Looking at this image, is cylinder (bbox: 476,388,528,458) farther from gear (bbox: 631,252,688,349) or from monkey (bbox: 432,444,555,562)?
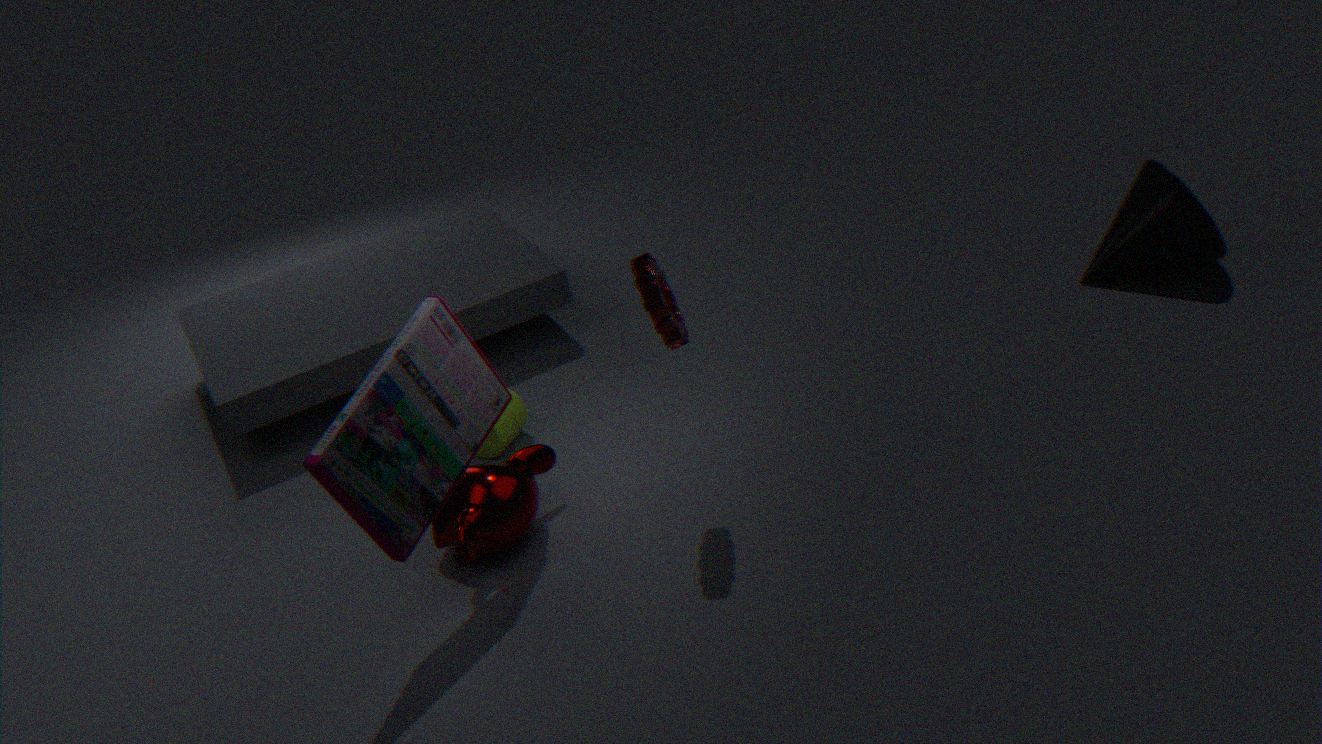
gear (bbox: 631,252,688,349)
